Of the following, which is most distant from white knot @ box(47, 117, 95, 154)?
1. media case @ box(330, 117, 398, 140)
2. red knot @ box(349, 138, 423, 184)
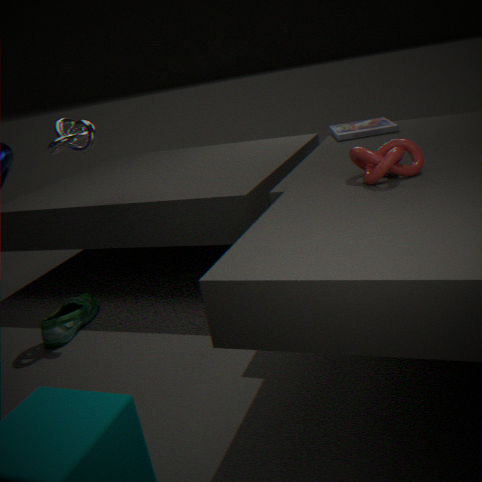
media case @ box(330, 117, 398, 140)
